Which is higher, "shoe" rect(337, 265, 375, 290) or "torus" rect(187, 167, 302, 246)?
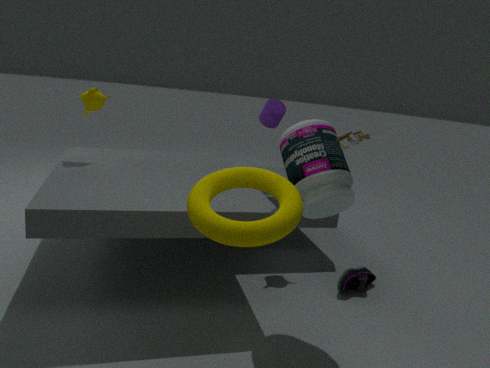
"torus" rect(187, 167, 302, 246)
